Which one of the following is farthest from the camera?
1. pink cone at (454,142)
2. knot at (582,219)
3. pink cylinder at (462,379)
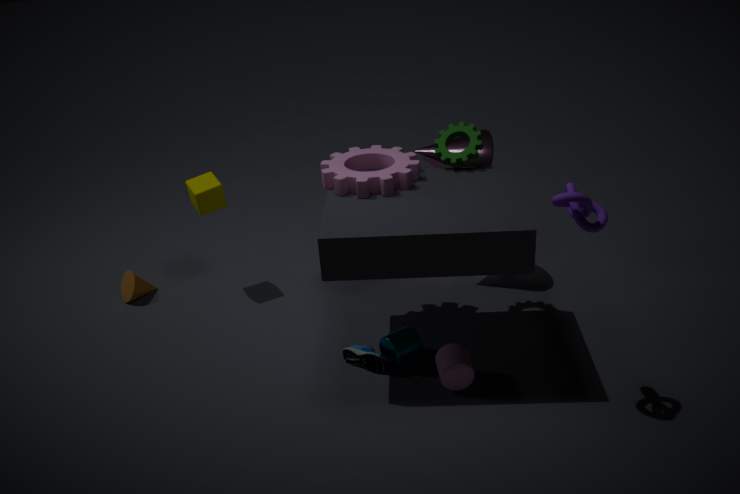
pink cone at (454,142)
